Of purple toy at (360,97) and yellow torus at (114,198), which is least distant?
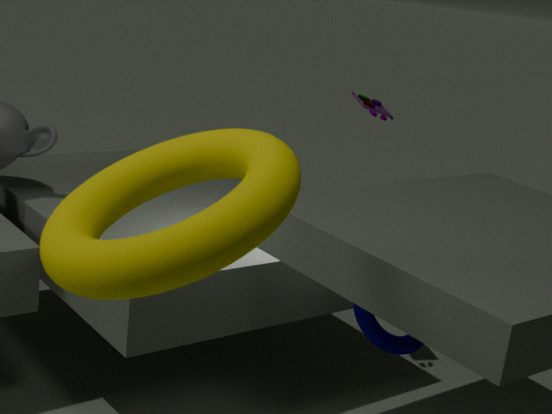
yellow torus at (114,198)
